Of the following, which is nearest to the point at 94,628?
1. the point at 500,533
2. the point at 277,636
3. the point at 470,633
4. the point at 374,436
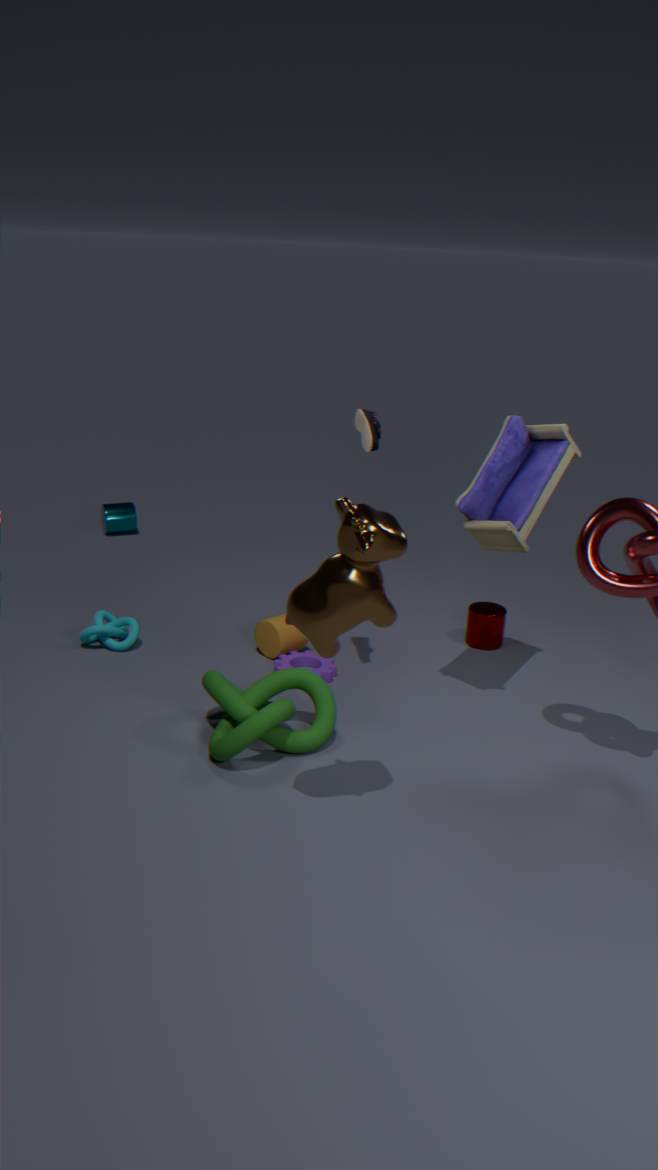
the point at 277,636
